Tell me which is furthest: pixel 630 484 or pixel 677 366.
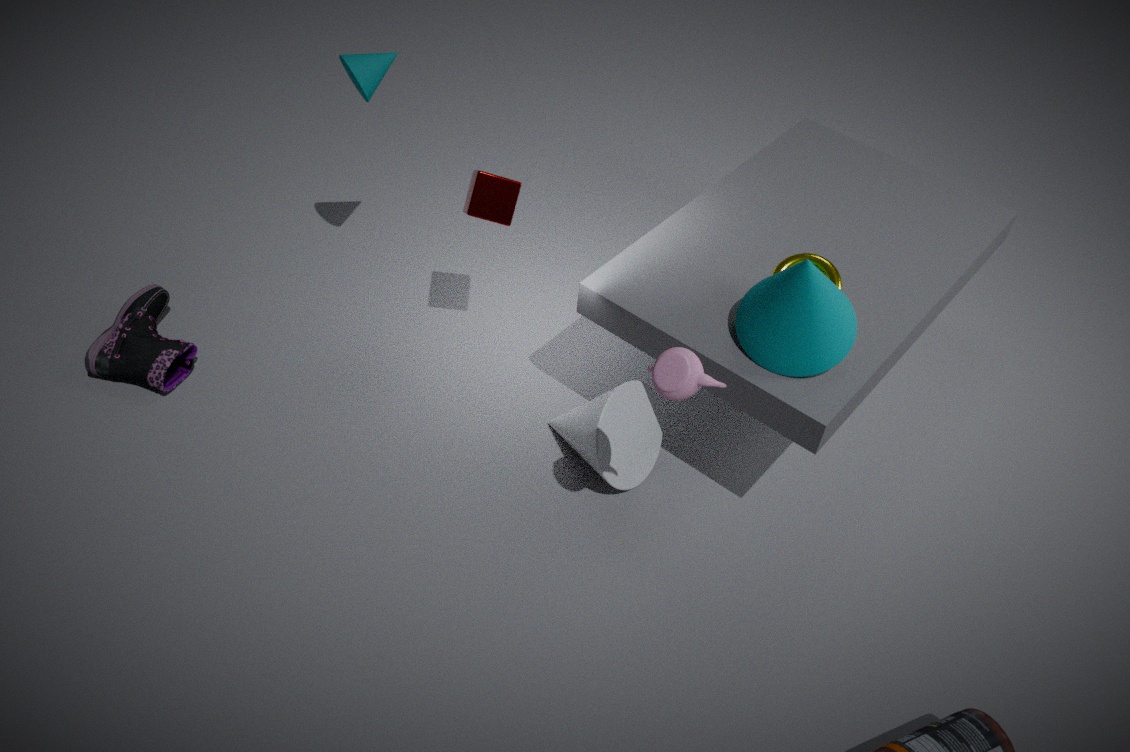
pixel 630 484
